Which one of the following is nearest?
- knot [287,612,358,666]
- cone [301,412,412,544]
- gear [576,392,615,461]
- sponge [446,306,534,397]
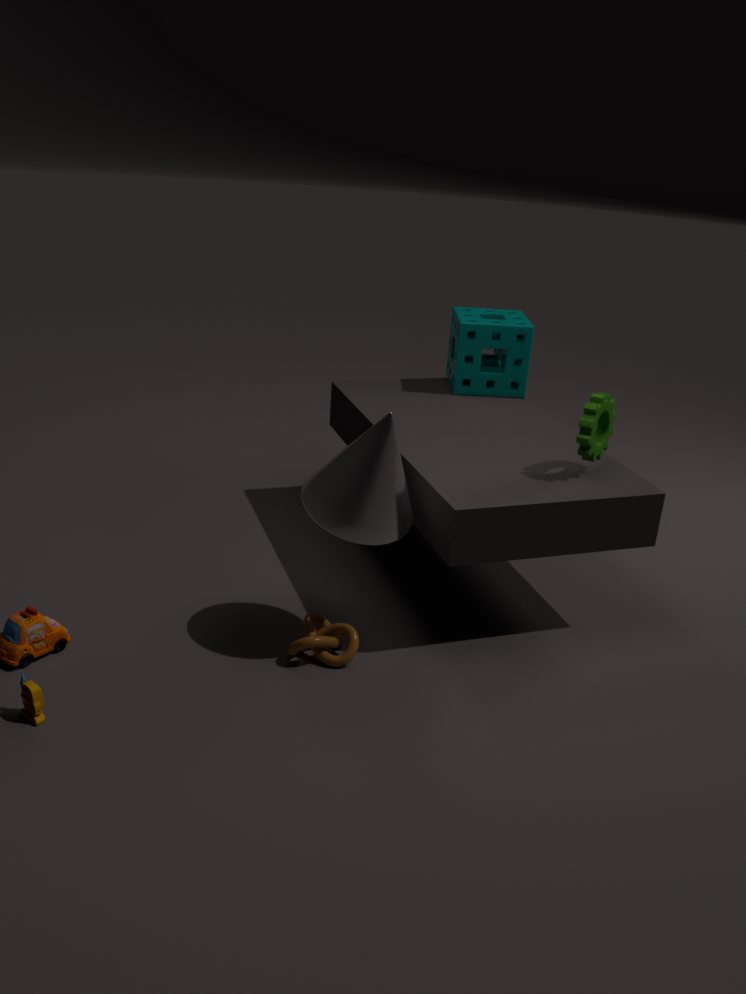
cone [301,412,412,544]
